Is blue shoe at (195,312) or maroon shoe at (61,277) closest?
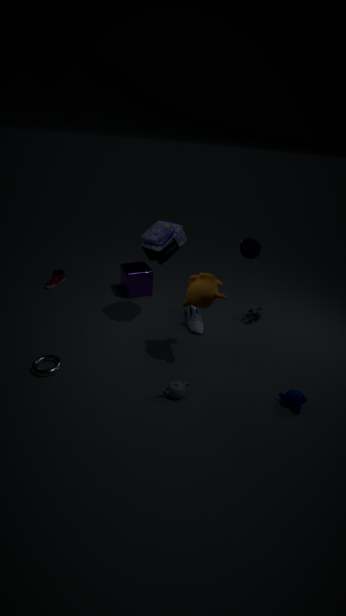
blue shoe at (195,312)
